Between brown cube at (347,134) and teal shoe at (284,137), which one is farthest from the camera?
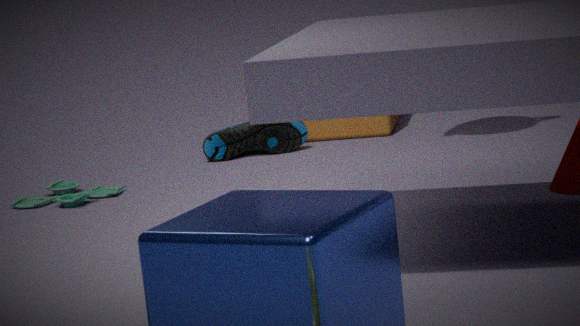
brown cube at (347,134)
